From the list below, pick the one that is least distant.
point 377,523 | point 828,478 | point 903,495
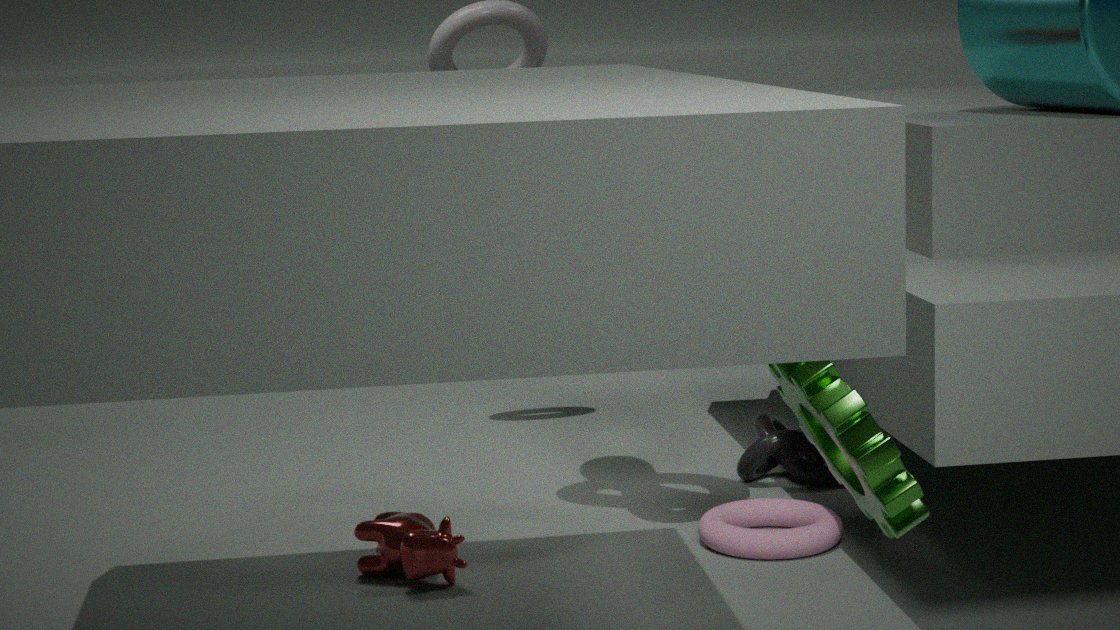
point 903,495
